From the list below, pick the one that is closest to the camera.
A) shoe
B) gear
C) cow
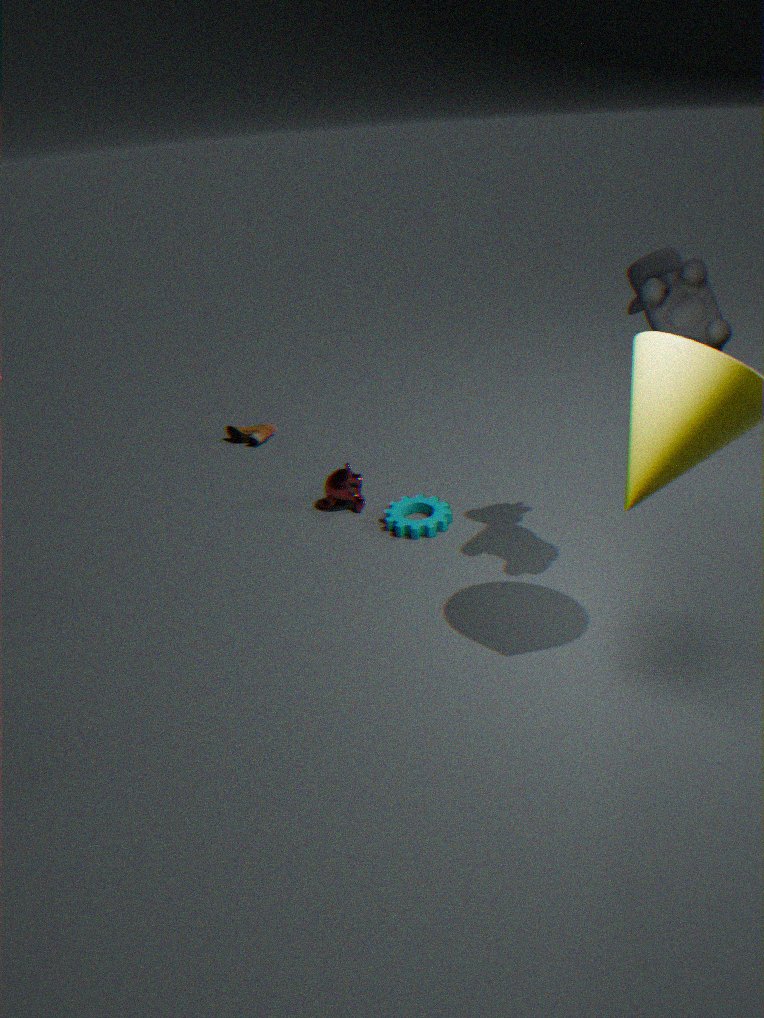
cow
